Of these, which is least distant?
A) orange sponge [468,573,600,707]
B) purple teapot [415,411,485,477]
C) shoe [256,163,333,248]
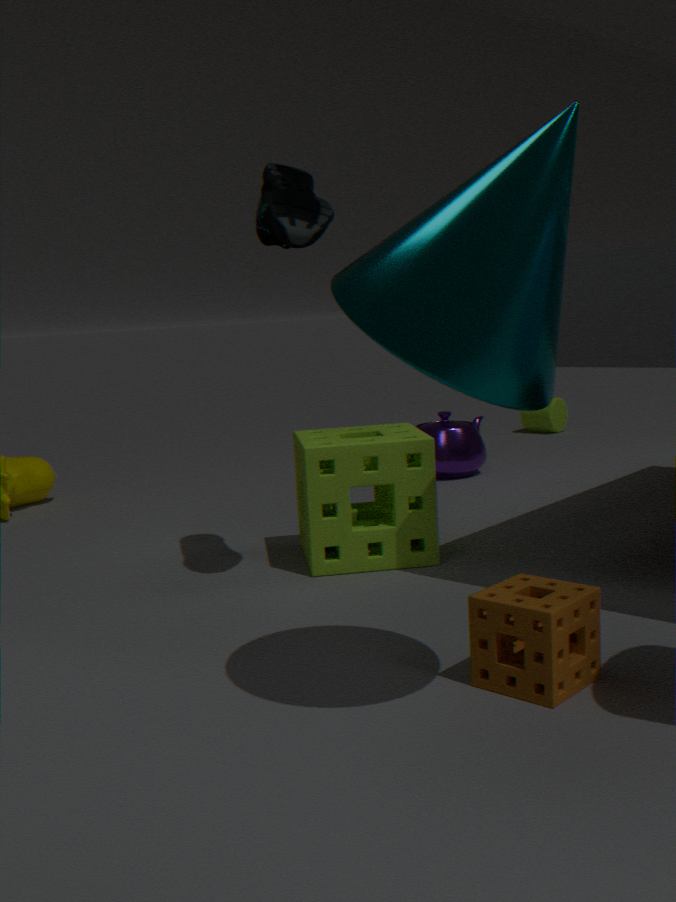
orange sponge [468,573,600,707]
